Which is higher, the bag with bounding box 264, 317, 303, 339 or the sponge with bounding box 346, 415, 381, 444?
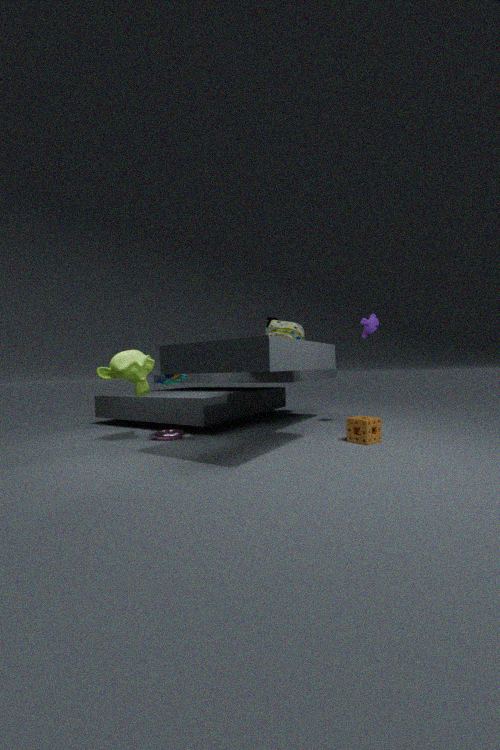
the bag with bounding box 264, 317, 303, 339
